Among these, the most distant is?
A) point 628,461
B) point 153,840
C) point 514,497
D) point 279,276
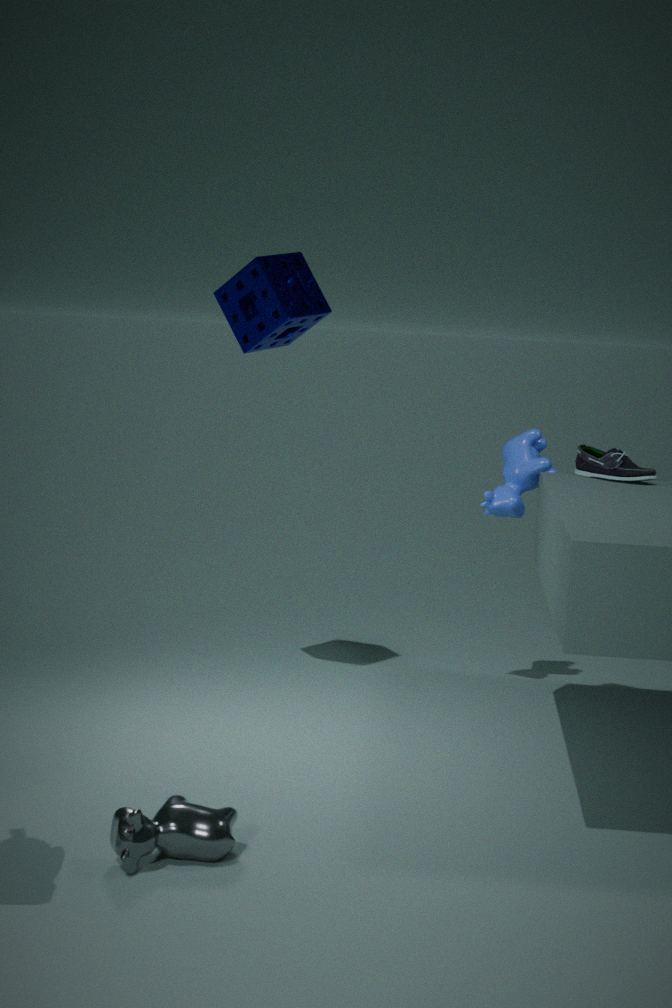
point 514,497
